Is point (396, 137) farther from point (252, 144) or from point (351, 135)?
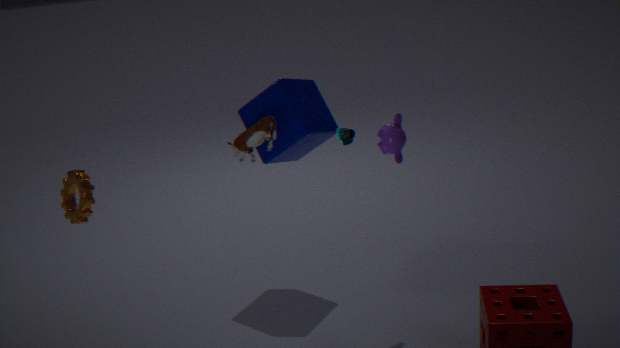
point (252, 144)
